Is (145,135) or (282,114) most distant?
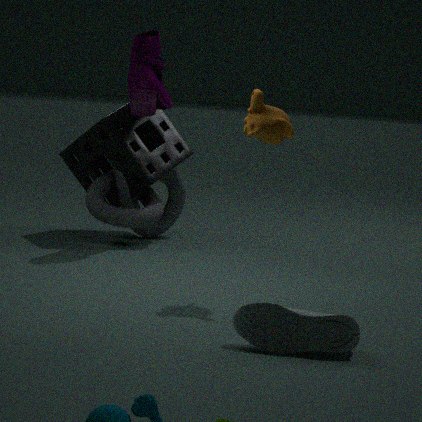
(145,135)
